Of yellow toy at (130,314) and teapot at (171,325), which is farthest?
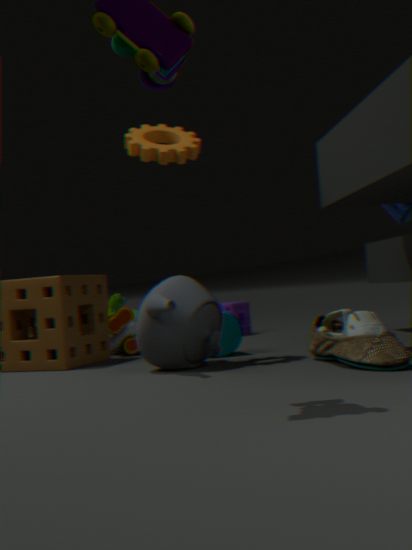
yellow toy at (130,314)
